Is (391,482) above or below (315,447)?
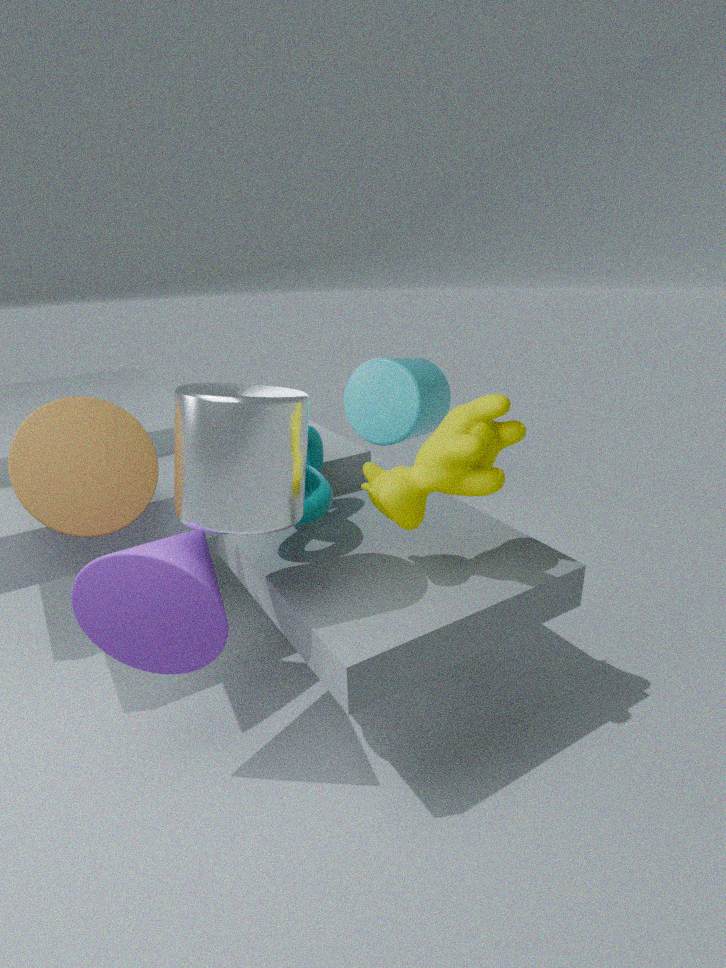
above
